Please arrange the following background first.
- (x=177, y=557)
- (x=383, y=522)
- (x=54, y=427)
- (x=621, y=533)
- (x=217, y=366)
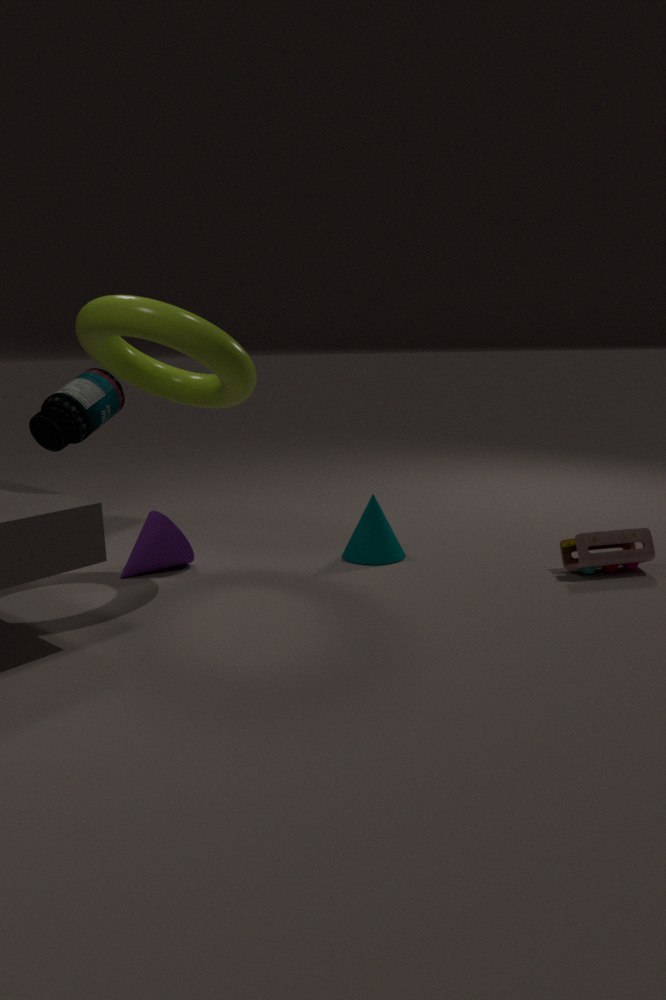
(x=54, y=427)
(x=383, y=522)
(x=177, y=557)
(x=621, y=533)
(x=217, y=366)
